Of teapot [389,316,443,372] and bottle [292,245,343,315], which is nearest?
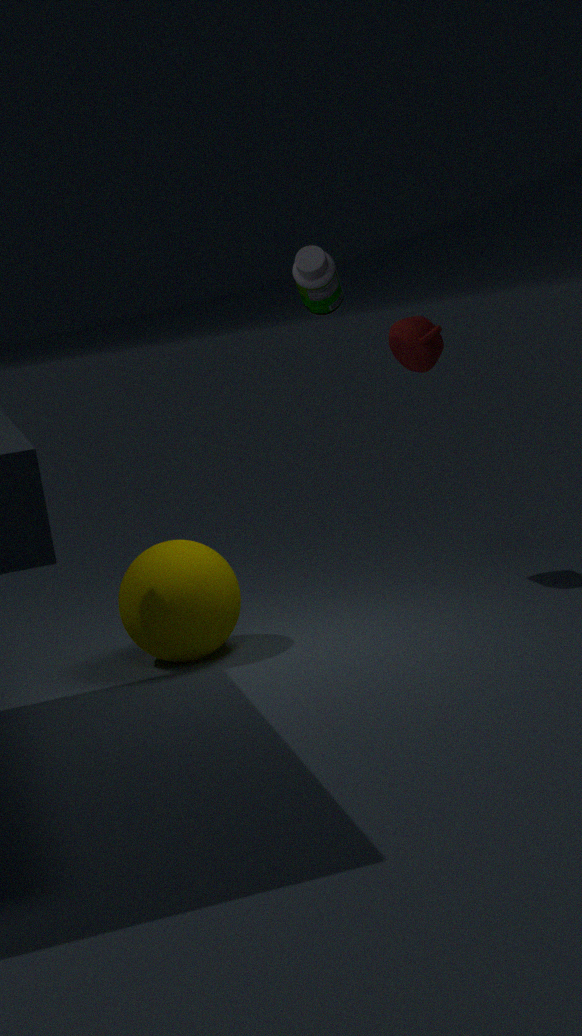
teapot [389,316,443,372]
